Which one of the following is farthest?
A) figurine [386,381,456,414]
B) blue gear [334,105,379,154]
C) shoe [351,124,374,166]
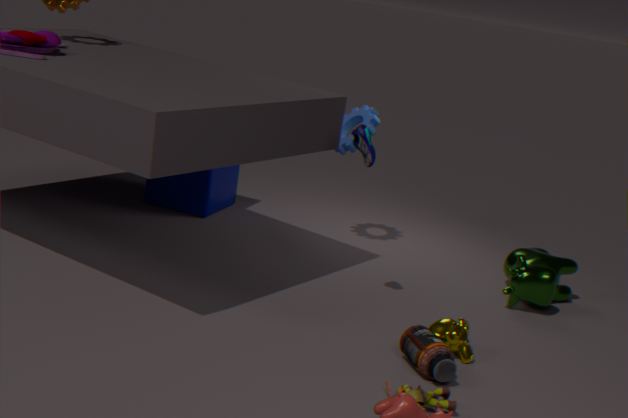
blue gear [334,105,379,154]
